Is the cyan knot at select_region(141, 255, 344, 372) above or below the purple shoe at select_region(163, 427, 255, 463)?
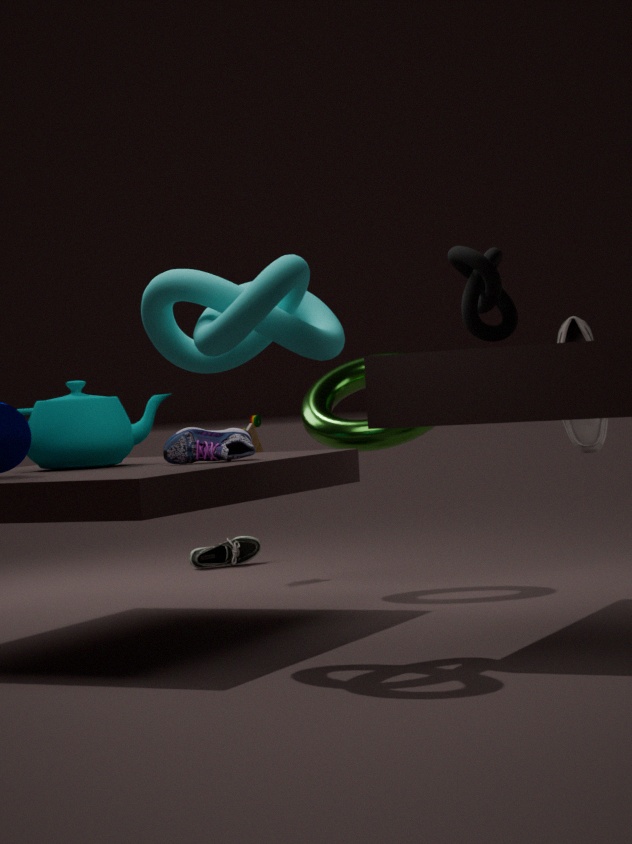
above
